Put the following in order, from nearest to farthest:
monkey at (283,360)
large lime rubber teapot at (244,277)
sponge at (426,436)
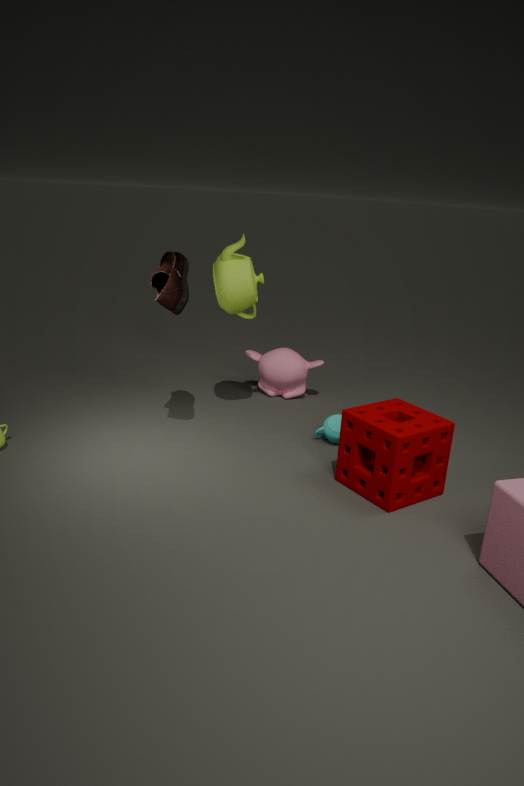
sponge at (426,436) → large lime rubber teapot at (244,277) → monkey at (283,360)
